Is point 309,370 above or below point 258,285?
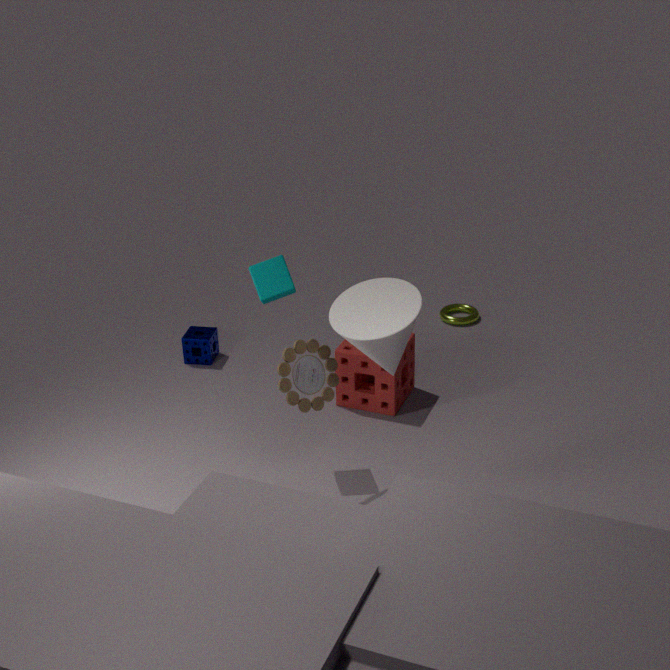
below
